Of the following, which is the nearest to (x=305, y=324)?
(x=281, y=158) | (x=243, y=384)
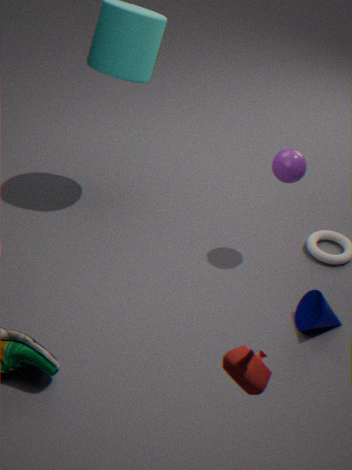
(x=281, y=158)
